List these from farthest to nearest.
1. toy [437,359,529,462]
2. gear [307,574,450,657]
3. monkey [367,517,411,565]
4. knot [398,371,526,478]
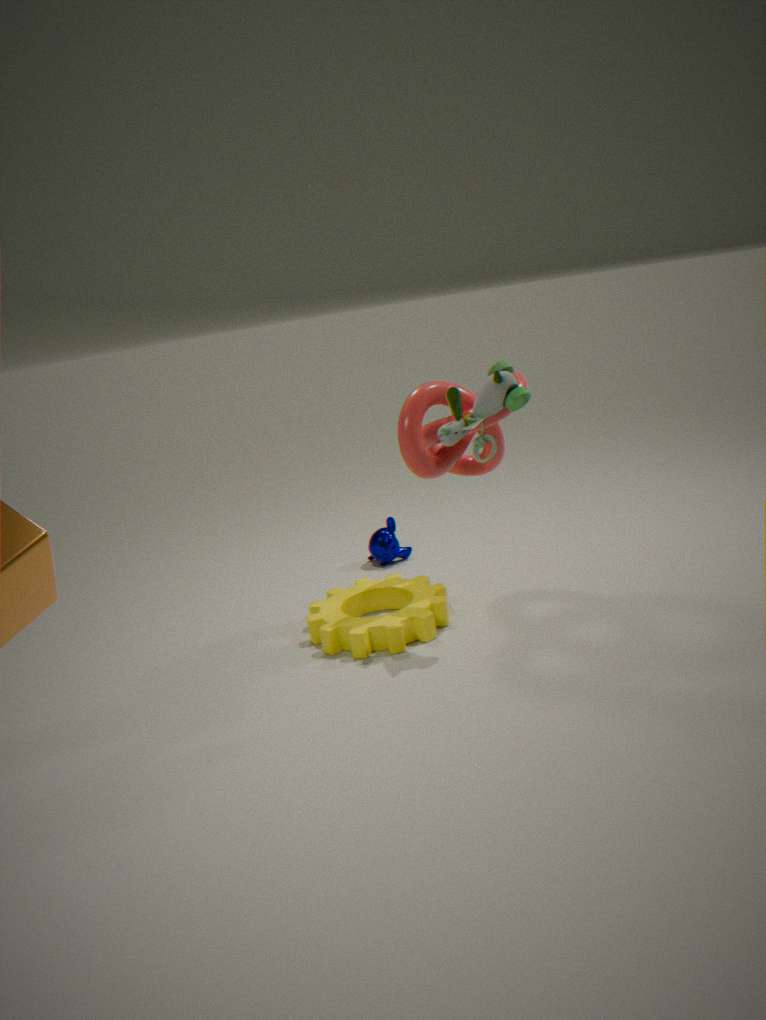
monkey [367,517,411,565]
gear [307,574,450,657]
knot [398,371,526,478]
toy [437,359,529,462]
